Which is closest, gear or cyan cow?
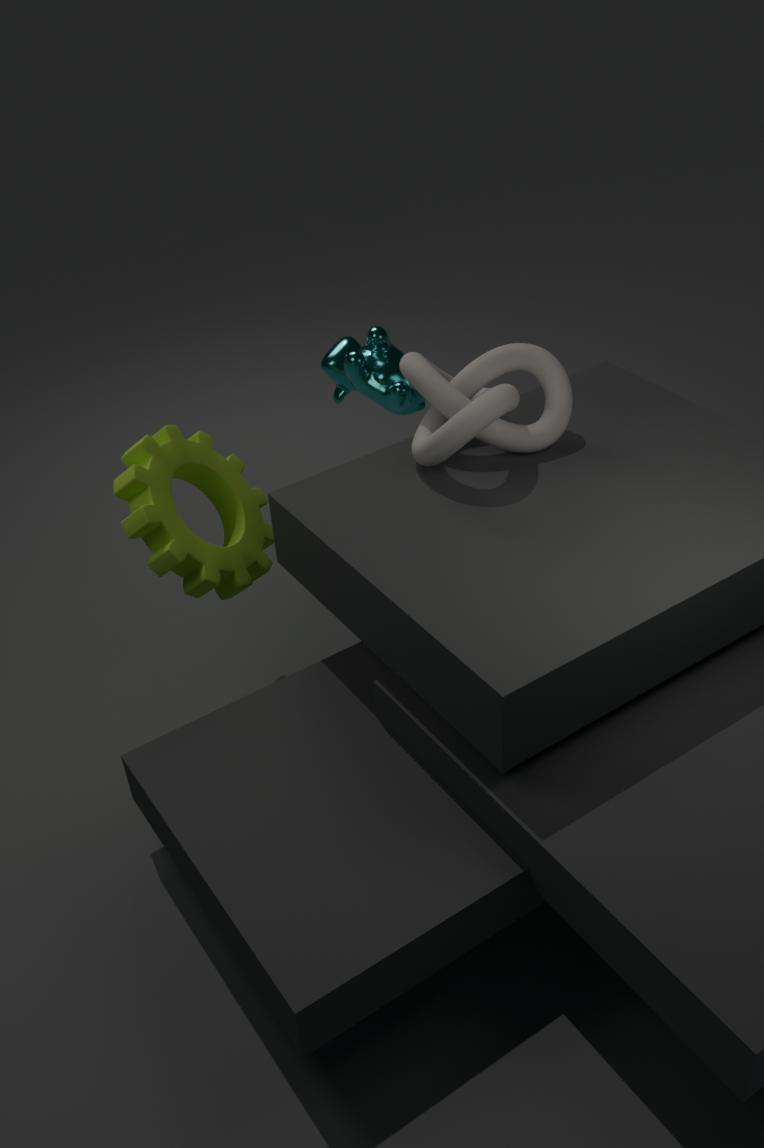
gear
